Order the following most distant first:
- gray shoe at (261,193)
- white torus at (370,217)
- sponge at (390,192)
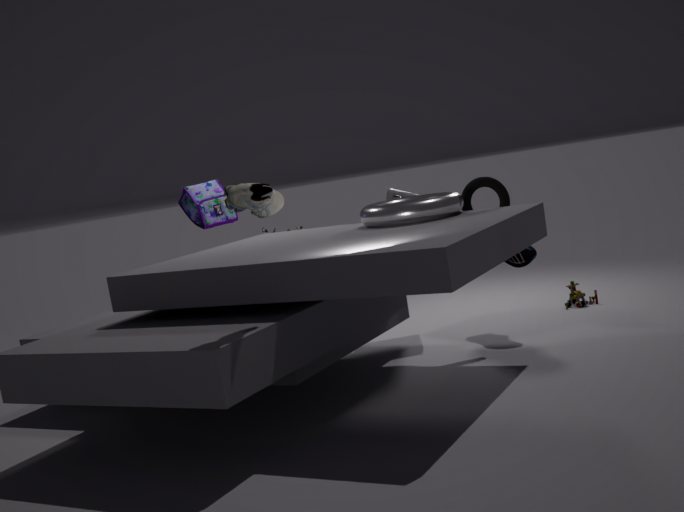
sponge at (390,192)
white torus at (370,217)
gray shoe at (261,193)
